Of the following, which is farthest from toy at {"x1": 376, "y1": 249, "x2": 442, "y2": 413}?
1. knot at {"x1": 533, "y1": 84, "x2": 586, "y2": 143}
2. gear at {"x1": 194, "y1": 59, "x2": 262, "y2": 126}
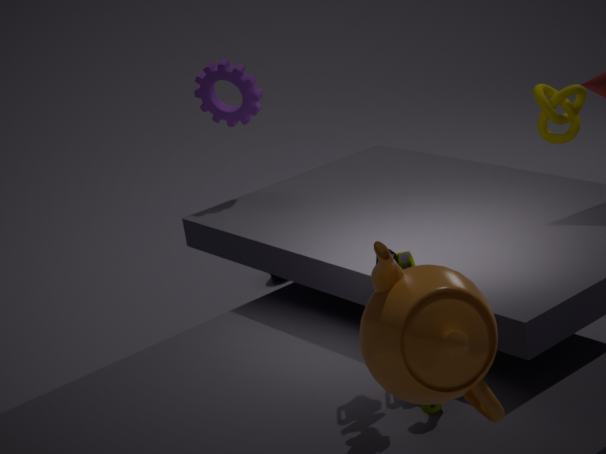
knot at {"x1": 533, "y1": 84, "x2": 586, "y2": 143}
